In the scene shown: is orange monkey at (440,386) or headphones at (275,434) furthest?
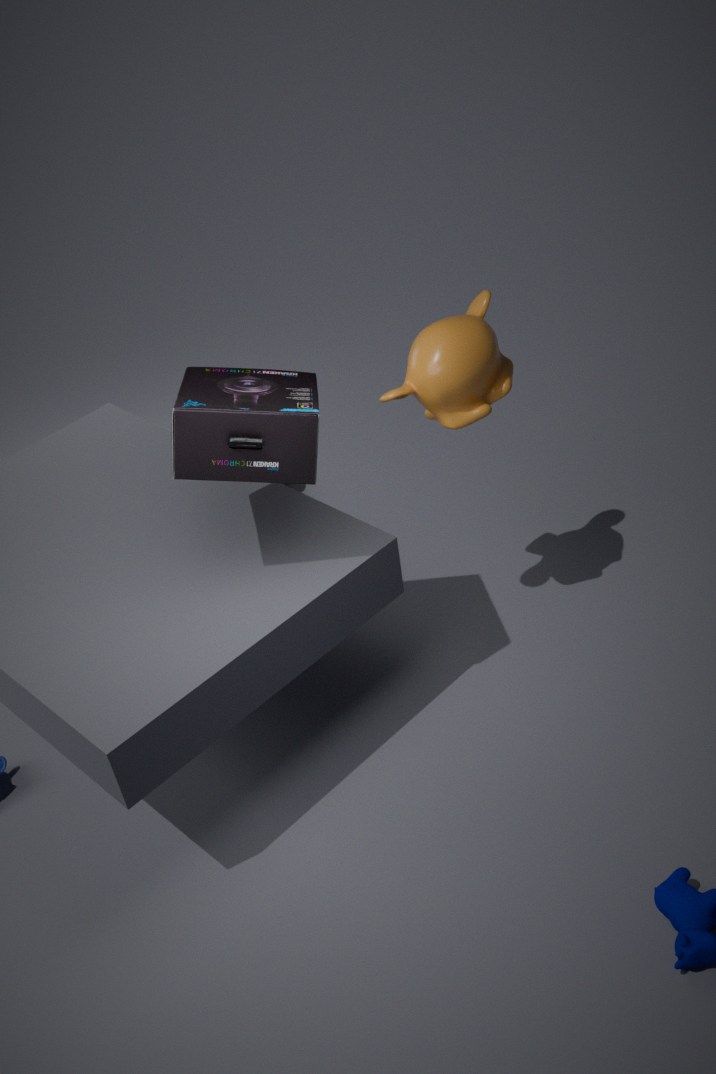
orange monkey at (440,386)
